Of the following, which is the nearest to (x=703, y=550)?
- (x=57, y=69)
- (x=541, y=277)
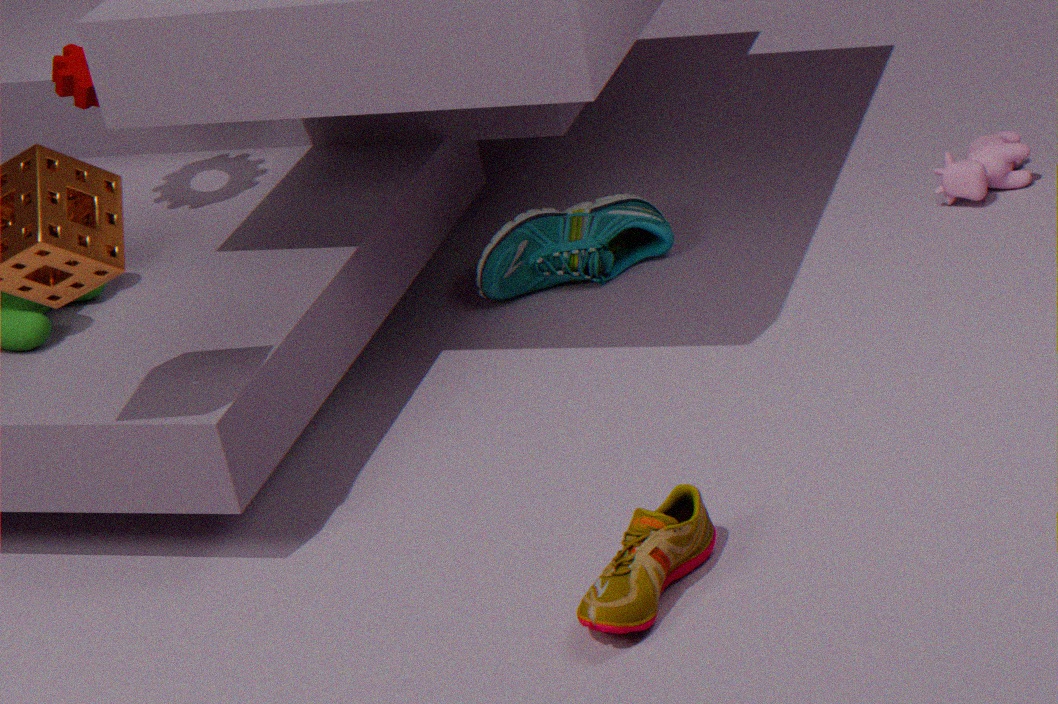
(x=541, y=277)
